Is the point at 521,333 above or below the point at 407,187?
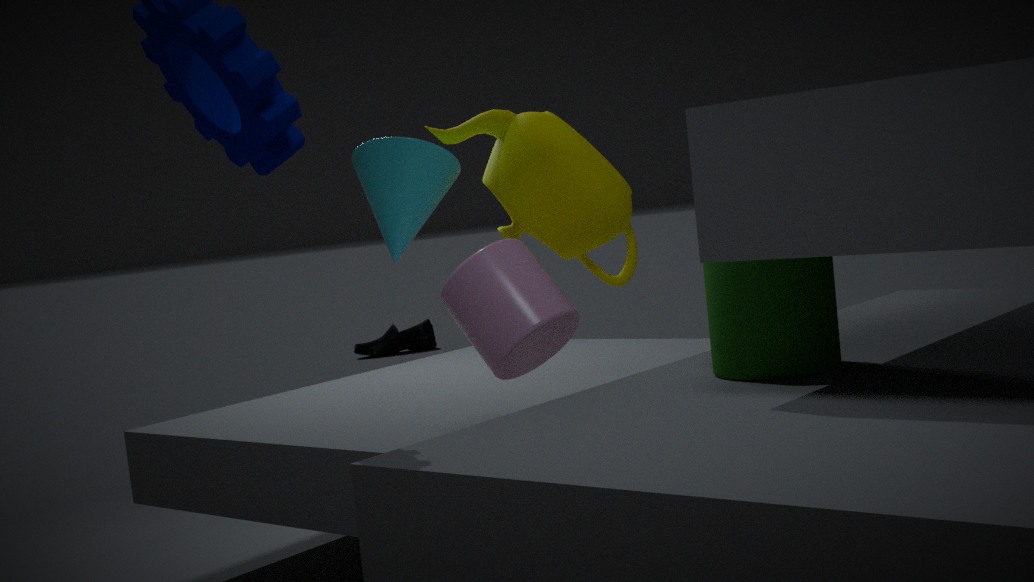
below
